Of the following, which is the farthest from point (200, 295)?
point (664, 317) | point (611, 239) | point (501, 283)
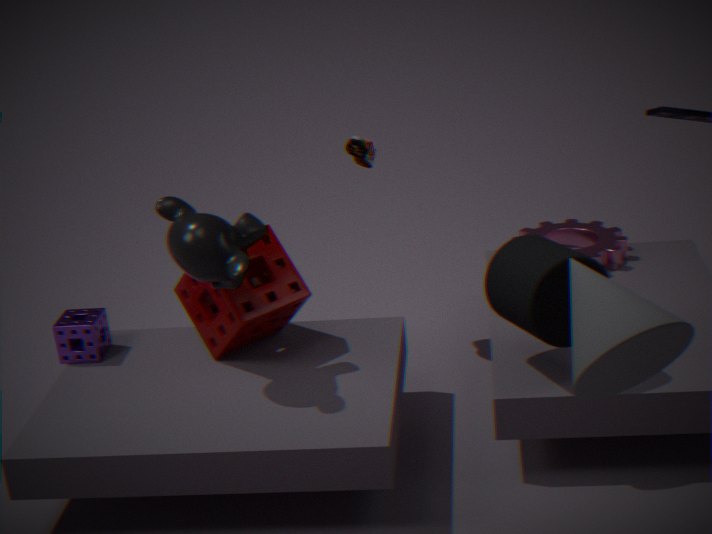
point (664, 317)
